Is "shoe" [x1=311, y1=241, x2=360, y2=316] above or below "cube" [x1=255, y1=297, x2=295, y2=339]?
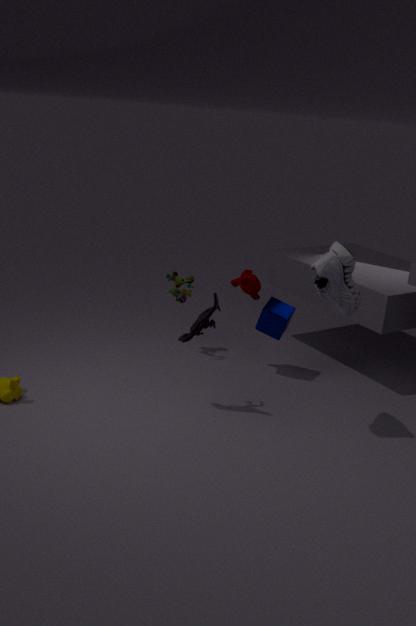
above
